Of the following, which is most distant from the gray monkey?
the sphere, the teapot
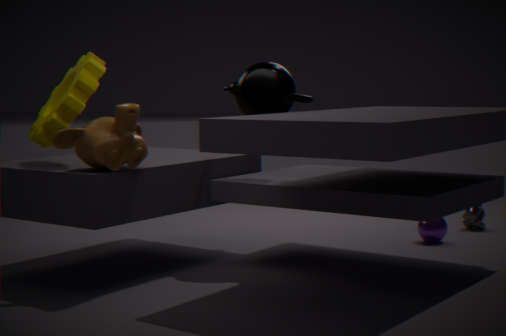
the teapot
